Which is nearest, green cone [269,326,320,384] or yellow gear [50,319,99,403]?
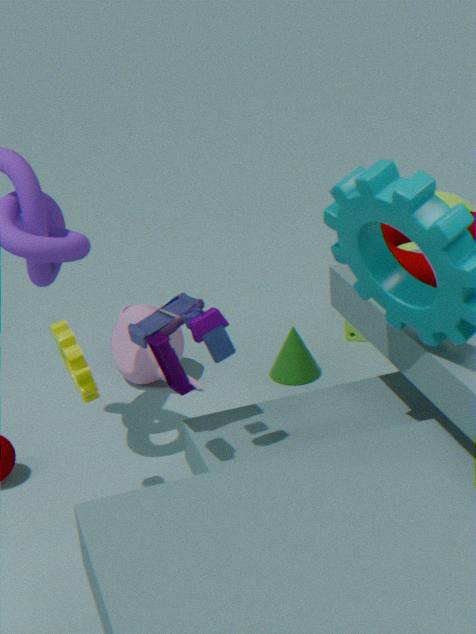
yellow gear [50,319,99,403]
